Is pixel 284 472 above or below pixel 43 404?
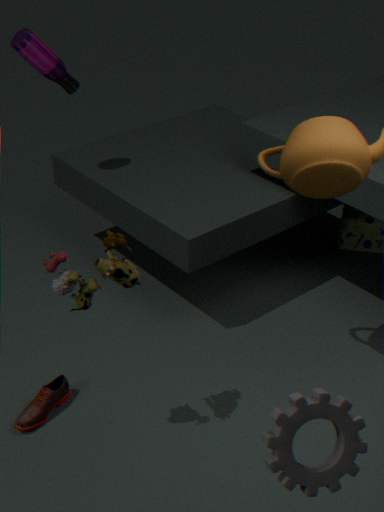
above
